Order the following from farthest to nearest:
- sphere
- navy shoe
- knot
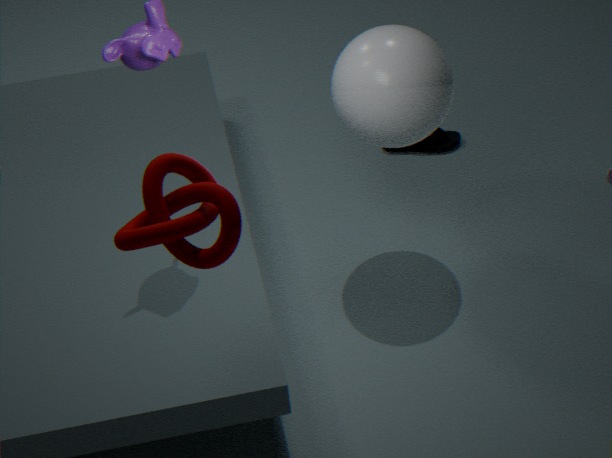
A: navy shoe → sphere → knot
